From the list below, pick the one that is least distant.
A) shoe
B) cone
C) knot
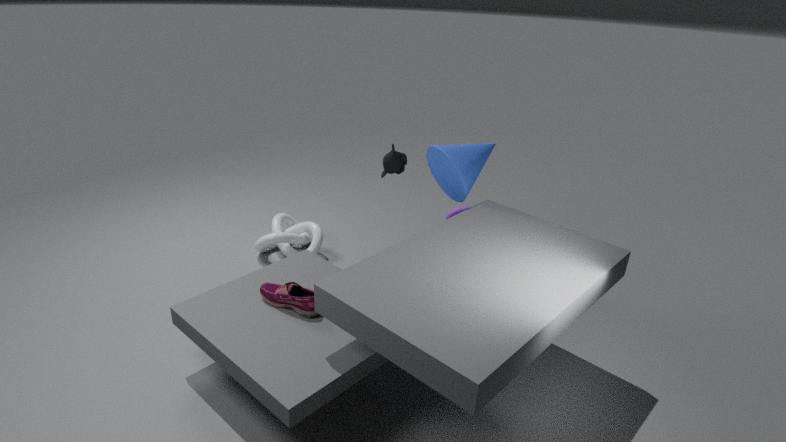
shoe
